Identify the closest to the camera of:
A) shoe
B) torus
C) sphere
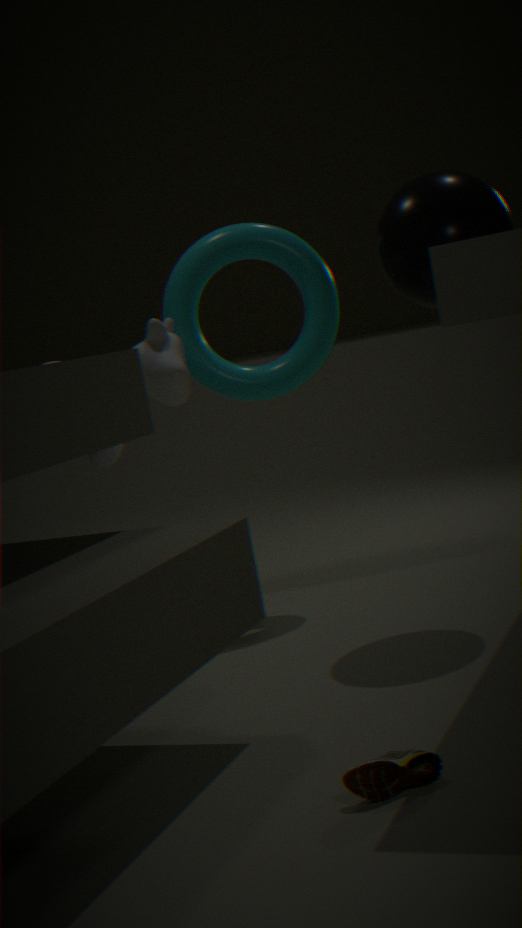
shoe
